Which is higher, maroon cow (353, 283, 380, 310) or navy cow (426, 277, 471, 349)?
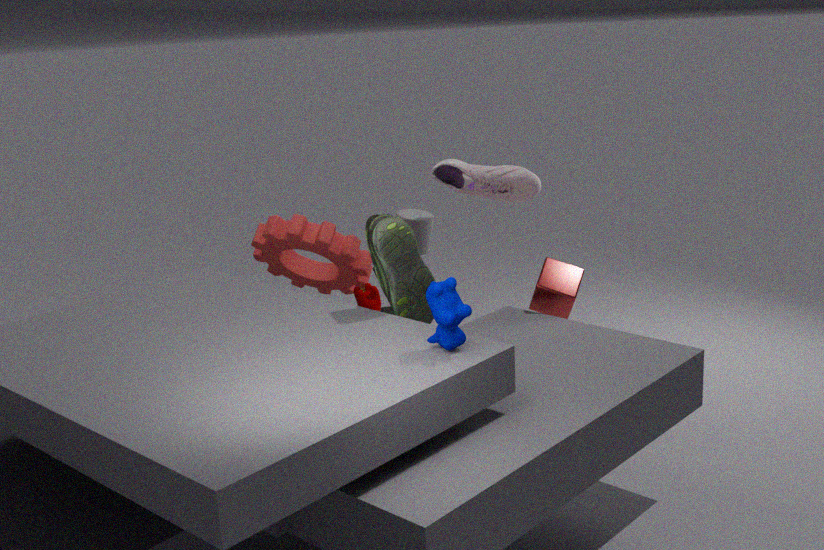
navy cow (426, 277, 471, 349)
